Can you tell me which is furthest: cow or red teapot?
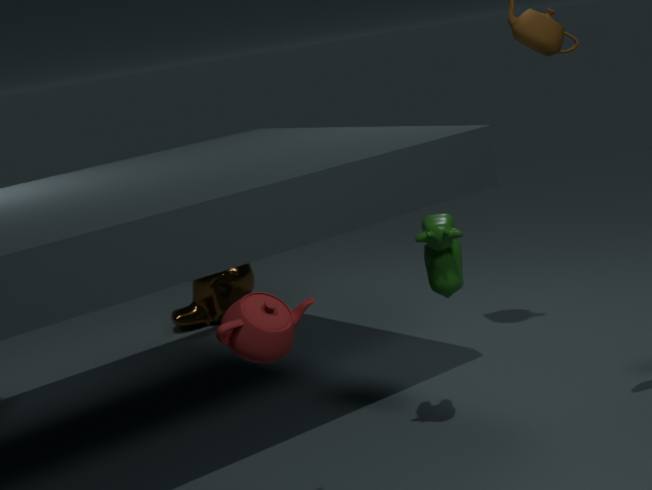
cow
